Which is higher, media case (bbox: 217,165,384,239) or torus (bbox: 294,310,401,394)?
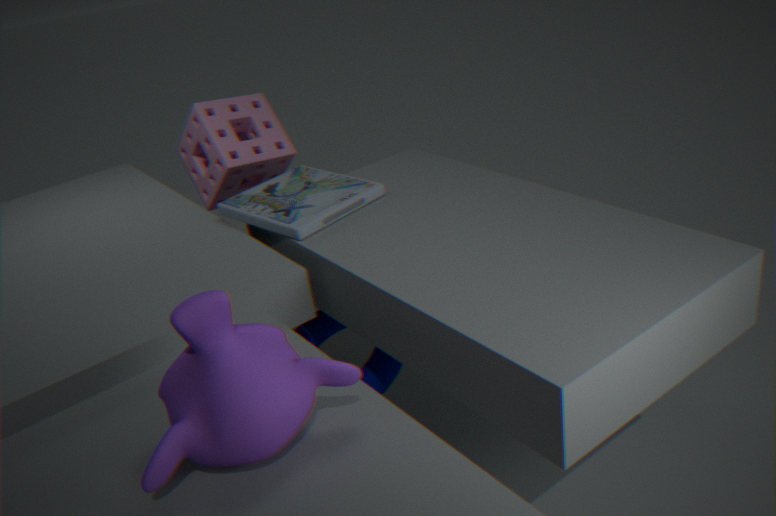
media case (bbox: 217,165,384,239)
